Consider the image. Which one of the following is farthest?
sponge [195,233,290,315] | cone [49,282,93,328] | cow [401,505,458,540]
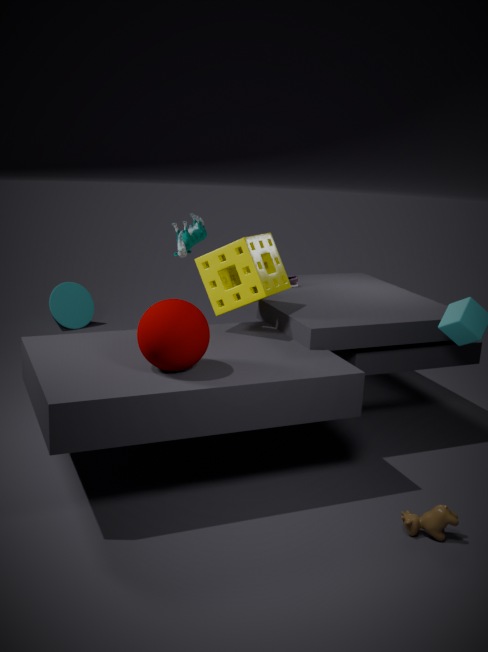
cone [49,282,93,328]
